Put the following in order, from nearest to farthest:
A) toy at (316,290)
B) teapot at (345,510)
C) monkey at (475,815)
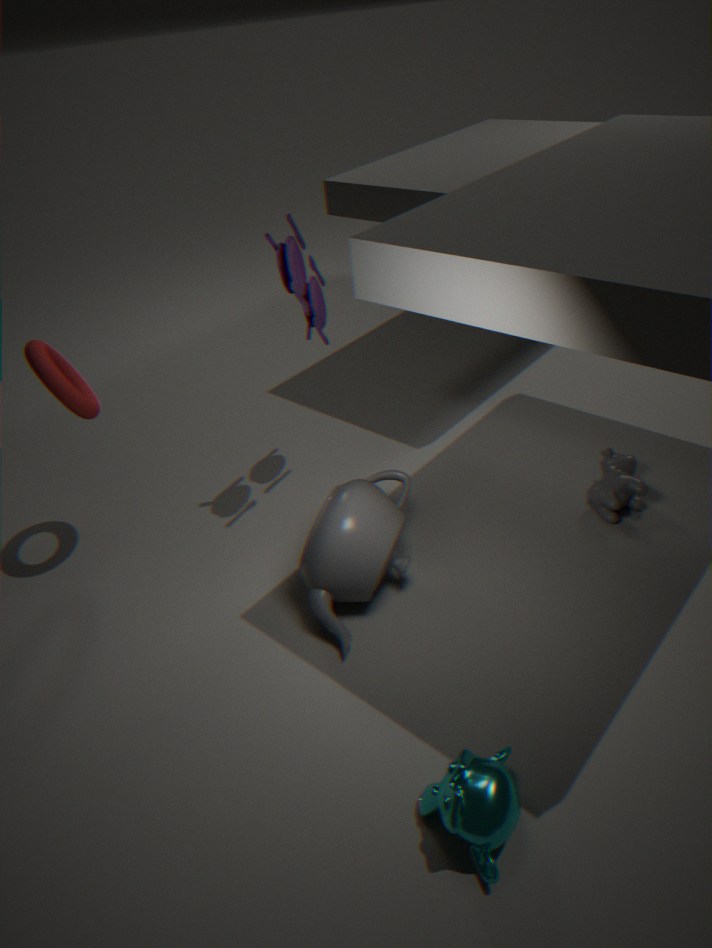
monkey at (475,815)
teapot at (345,510)
toy at (316,290)
